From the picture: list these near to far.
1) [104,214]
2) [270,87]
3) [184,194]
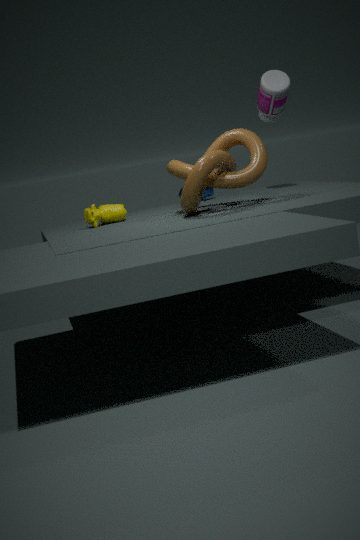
3. [184,194]
1. [104,214]
2. [270,87]
